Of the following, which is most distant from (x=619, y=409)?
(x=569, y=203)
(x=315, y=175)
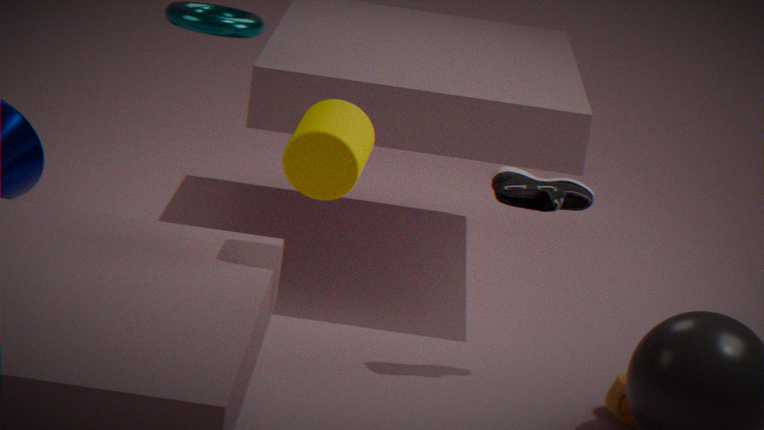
(x=315, y=175)
